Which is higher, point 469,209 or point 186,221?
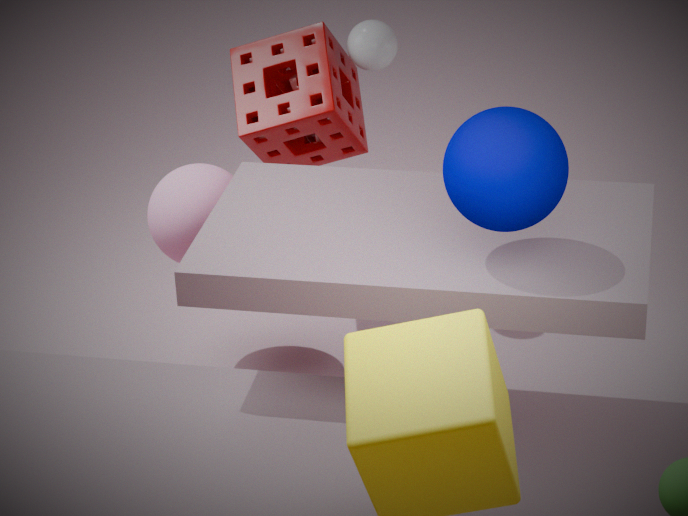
point 469,209
